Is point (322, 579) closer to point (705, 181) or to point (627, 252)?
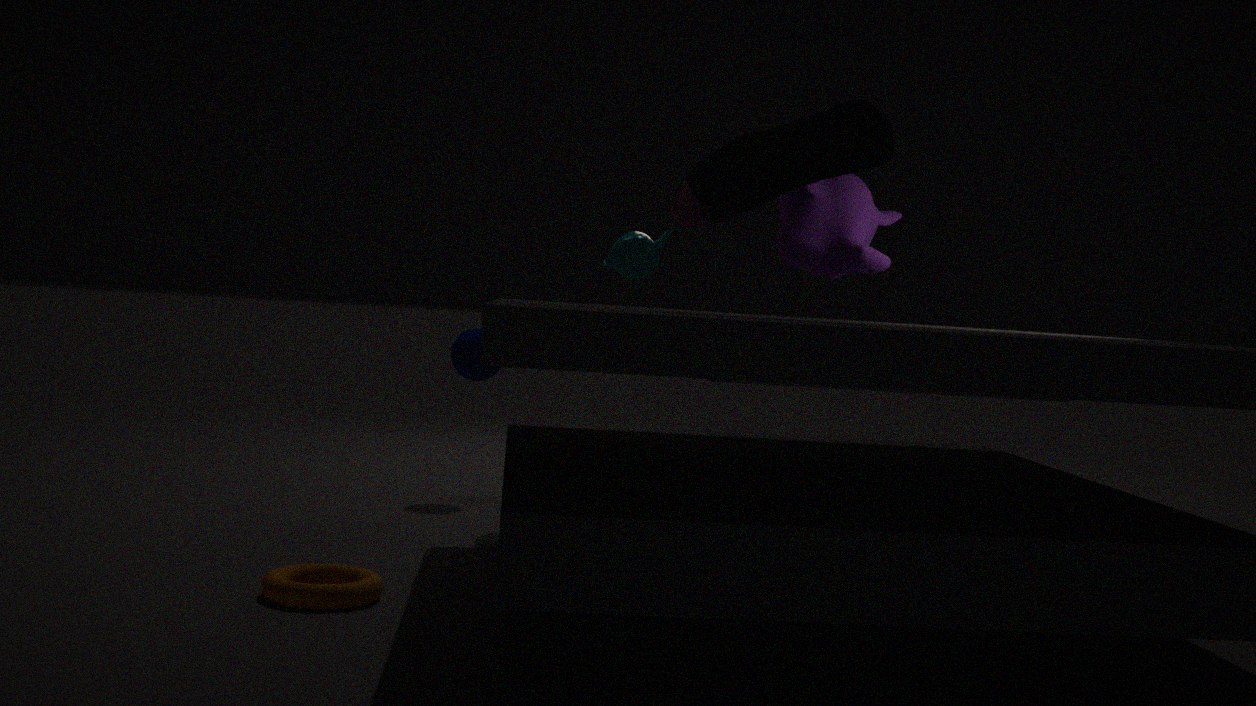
point (705, 181)
